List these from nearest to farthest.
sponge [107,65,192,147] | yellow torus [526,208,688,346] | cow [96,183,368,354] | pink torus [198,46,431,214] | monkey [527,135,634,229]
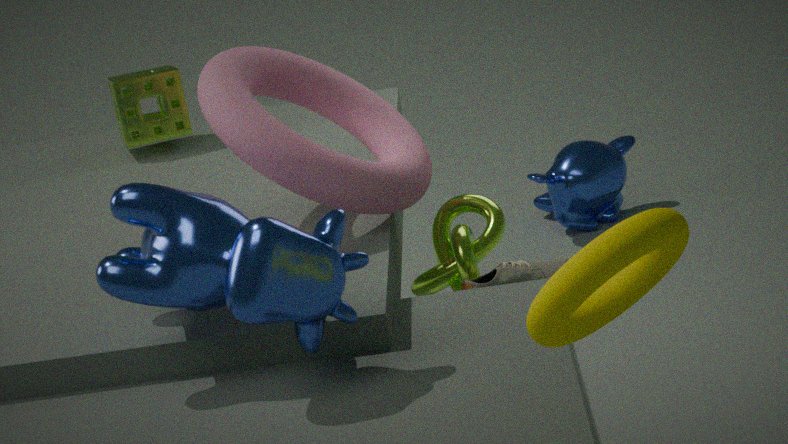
yellow torus [526,208,688,346]
cow [96,183,368,354]
pink torus [198,46,431,214]
sponge [107,65,192,147]
monkey [527,135,634,229]
